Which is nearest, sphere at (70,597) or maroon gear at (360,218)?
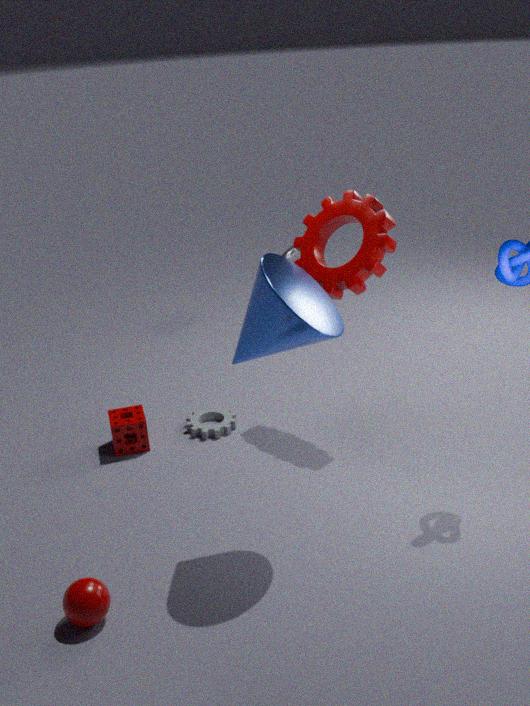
sphere at (70,597)
